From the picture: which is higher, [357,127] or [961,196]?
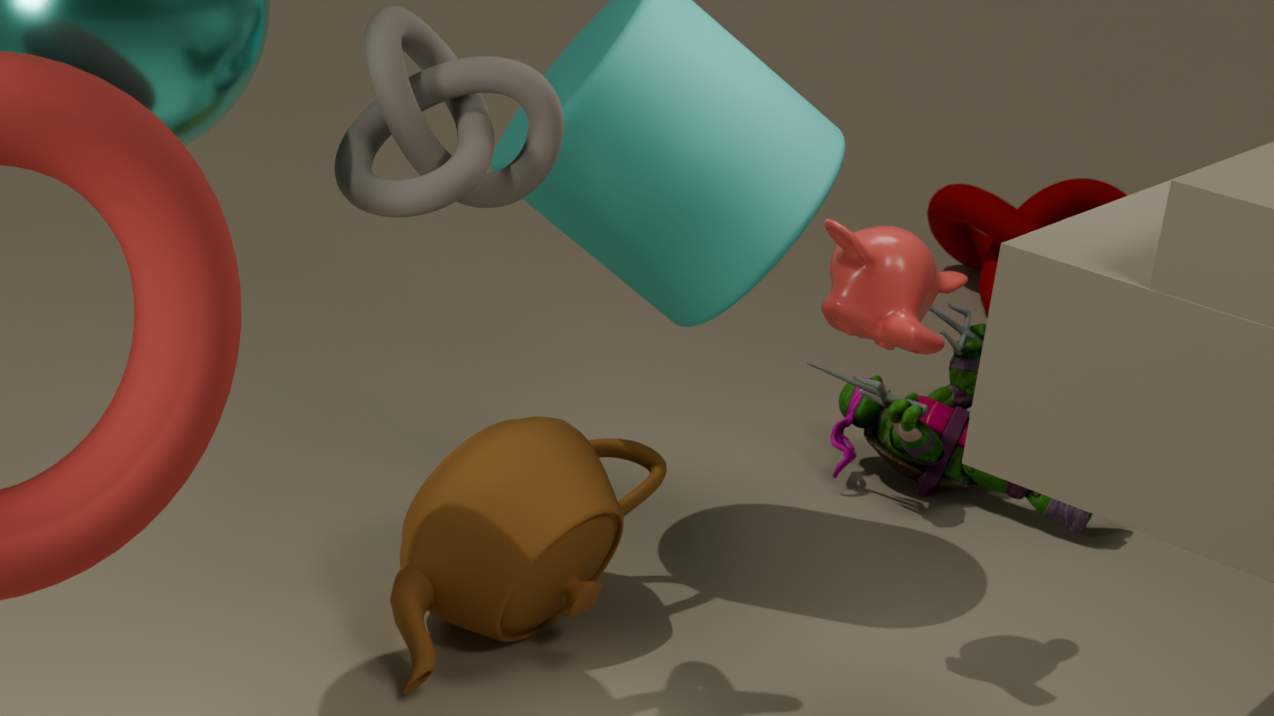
[357,127]
